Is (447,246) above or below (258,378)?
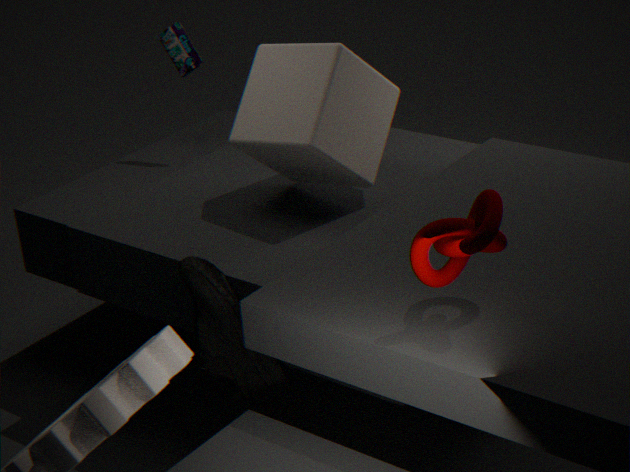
above
